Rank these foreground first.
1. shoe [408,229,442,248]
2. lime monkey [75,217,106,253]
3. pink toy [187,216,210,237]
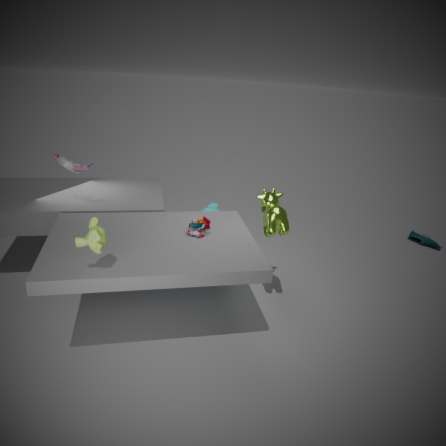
1. lime monkey [75,217,106,253]
2. pink toy [187,216,210,237]
3. shoe [408,229,442,248]
